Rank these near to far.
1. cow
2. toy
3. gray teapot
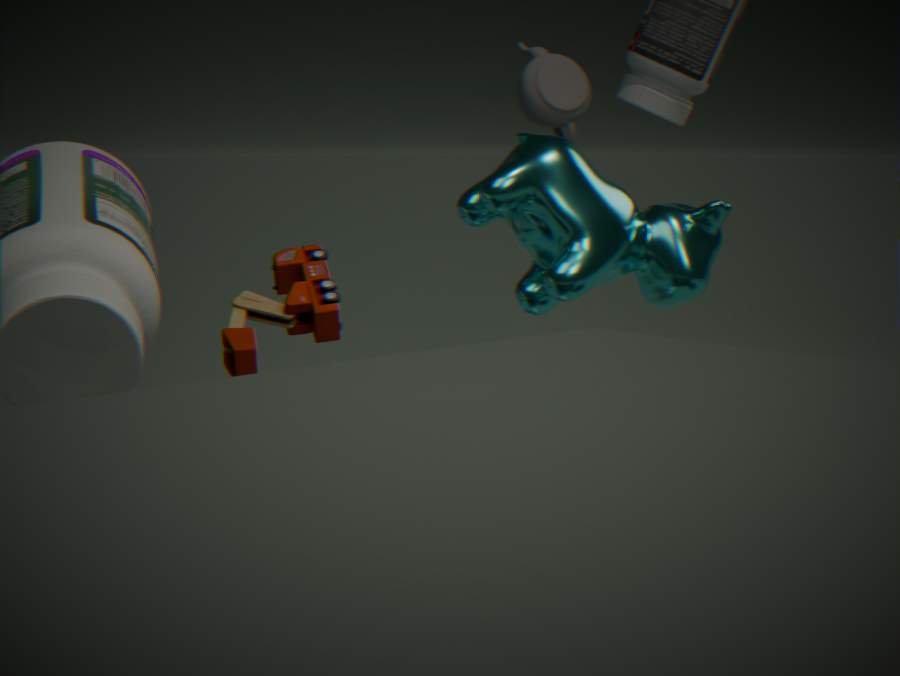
cow → toy → gray teapot
